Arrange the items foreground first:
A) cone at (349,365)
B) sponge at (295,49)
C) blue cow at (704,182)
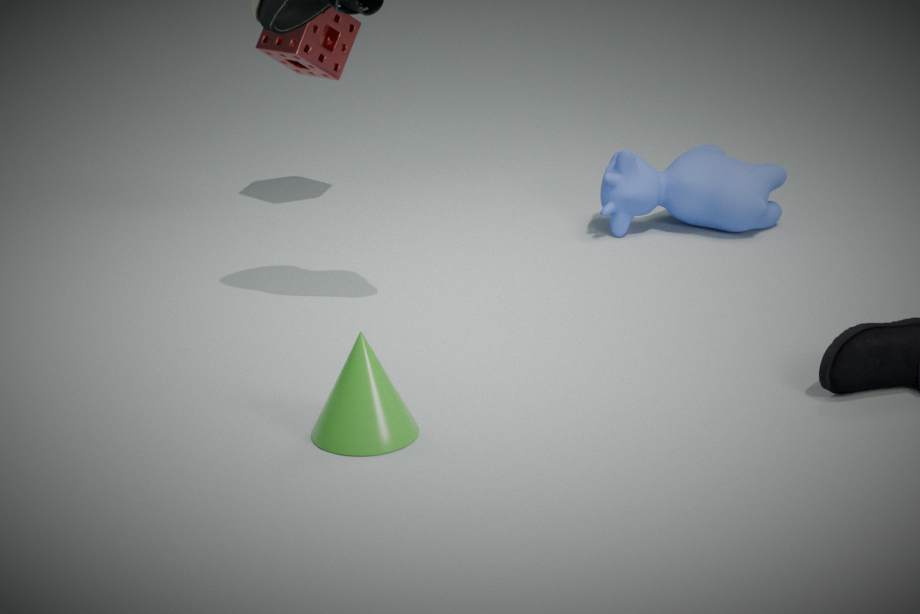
cone at (349,365) < blue cow at (704,182) < sponge at (295,49)
